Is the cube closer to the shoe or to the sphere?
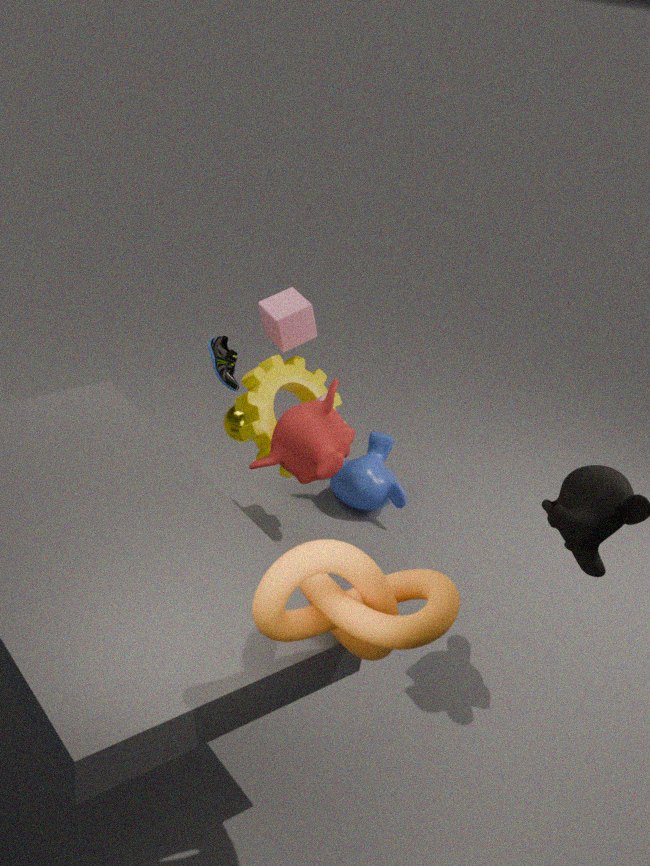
the shoe
